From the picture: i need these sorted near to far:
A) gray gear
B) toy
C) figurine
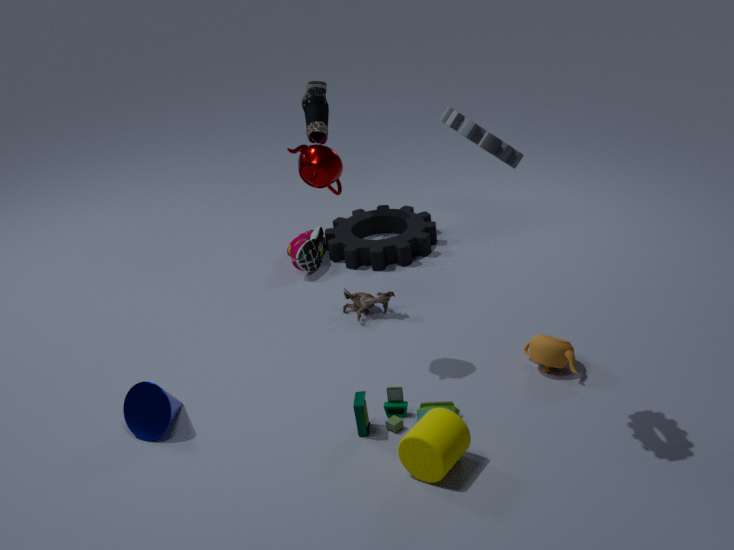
gray gear
toy
figurine
